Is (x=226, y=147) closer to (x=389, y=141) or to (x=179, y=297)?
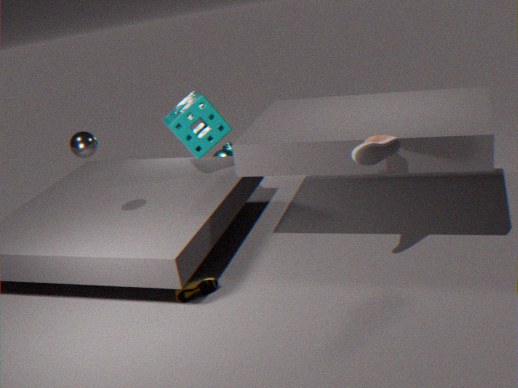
(x=179, y=297)
